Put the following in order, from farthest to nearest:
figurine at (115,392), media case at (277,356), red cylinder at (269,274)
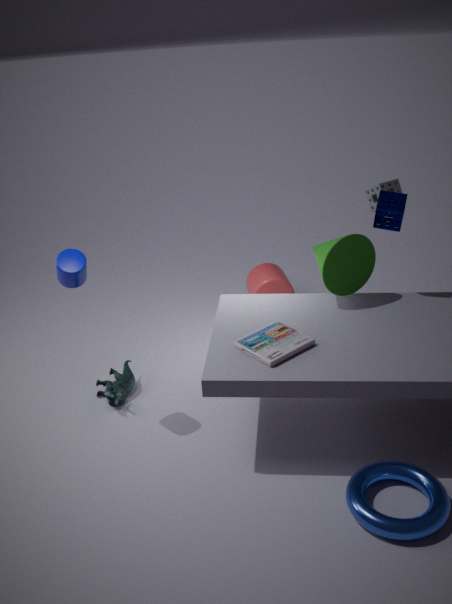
1. red cylinder at (269,274)
2. figurine at (115,392)
3. media case at (277,356)
